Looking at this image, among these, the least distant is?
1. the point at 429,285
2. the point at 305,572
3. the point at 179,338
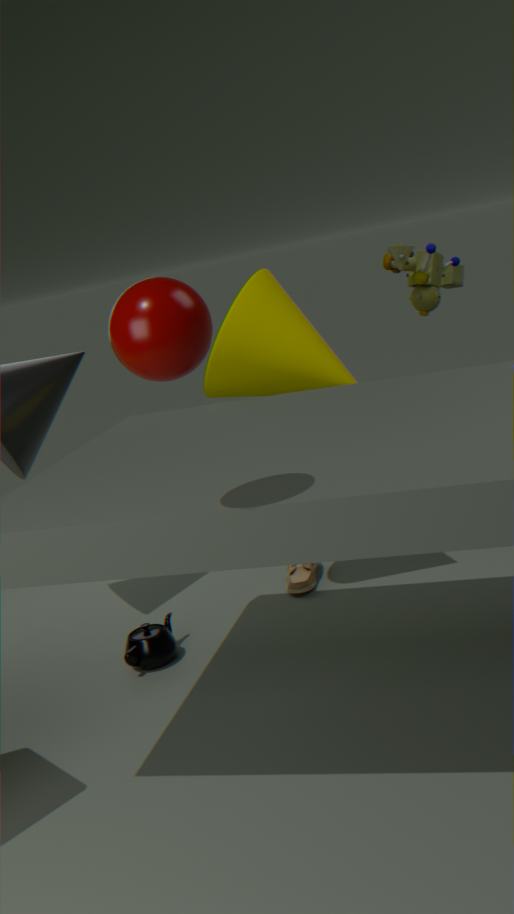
the point at 179,338
